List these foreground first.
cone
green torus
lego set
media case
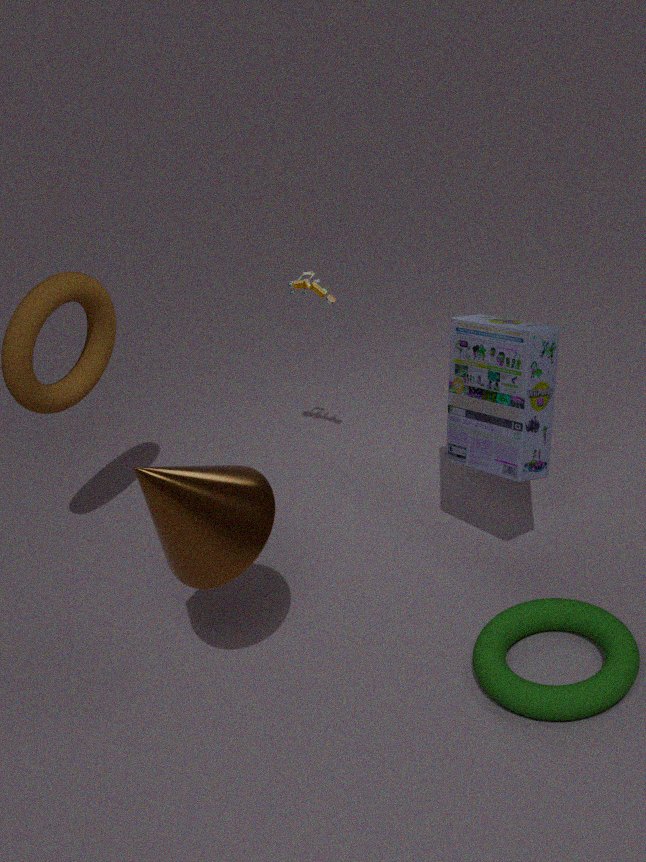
cone, green torus, media case, lego set
